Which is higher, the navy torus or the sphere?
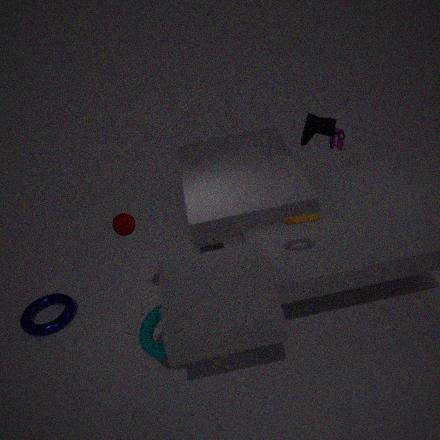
the sphere
